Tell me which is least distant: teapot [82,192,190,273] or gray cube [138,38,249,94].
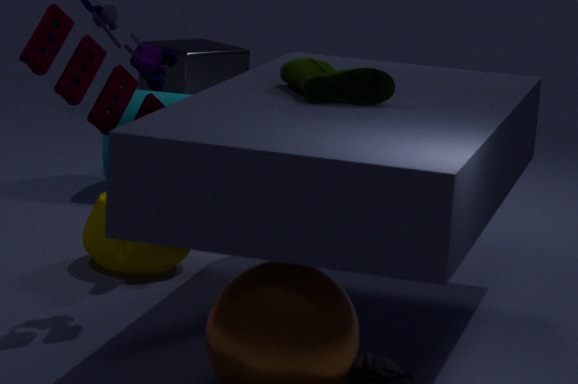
teapot [82,192,190,273]
